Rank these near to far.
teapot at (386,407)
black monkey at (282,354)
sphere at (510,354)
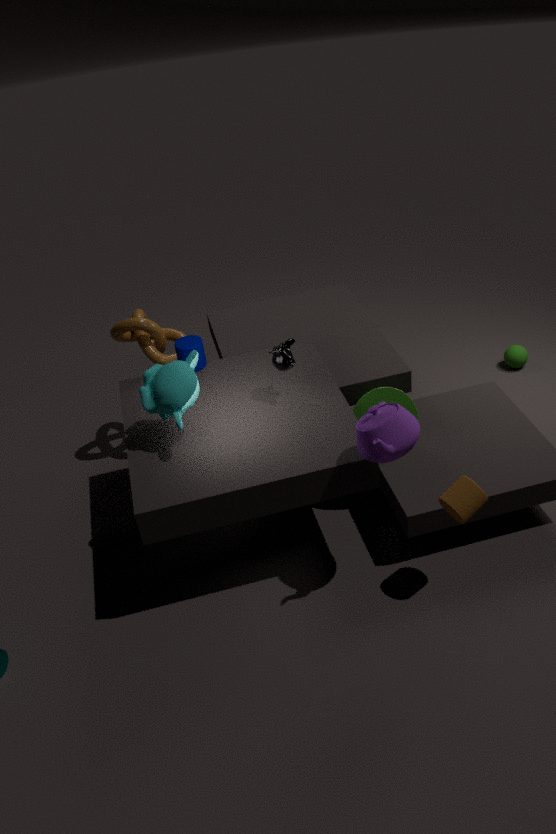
1. teapot at (386,407)
2. black monkey at (282,354)
3. sphere at (510,354)
